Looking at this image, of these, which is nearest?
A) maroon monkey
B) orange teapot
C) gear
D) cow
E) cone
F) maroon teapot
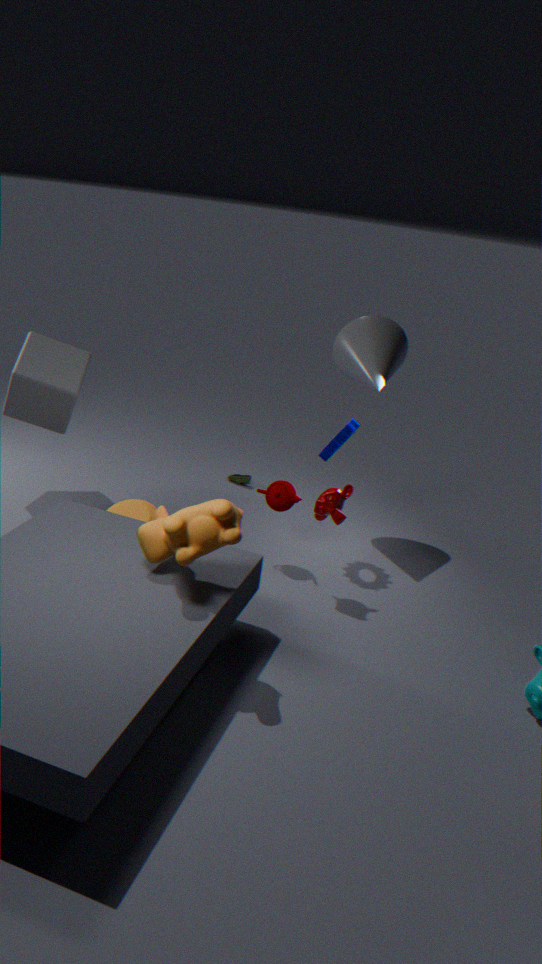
cow
